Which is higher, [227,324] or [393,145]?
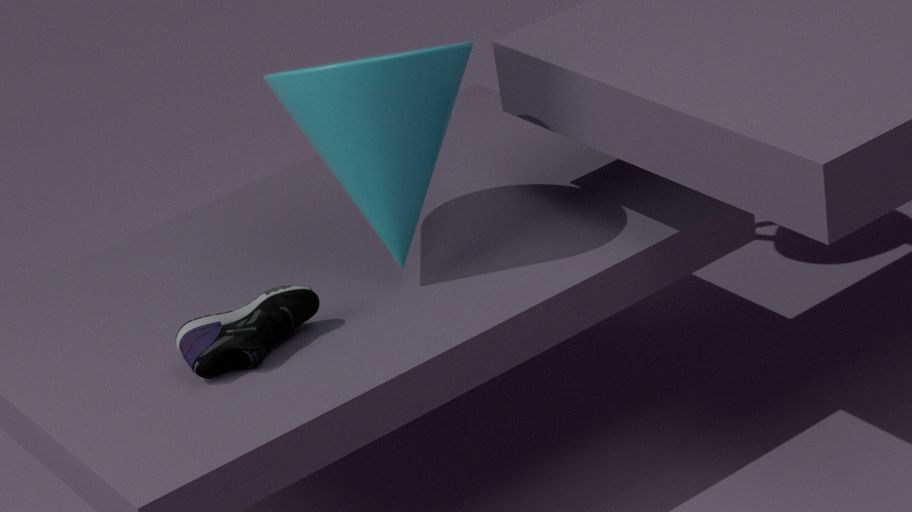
[393,145]
